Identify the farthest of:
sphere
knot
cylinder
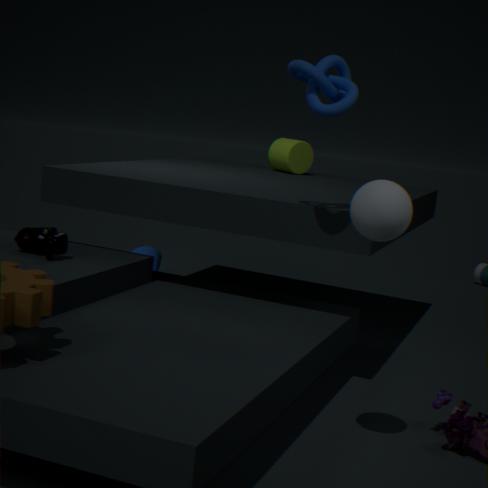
cylinder
